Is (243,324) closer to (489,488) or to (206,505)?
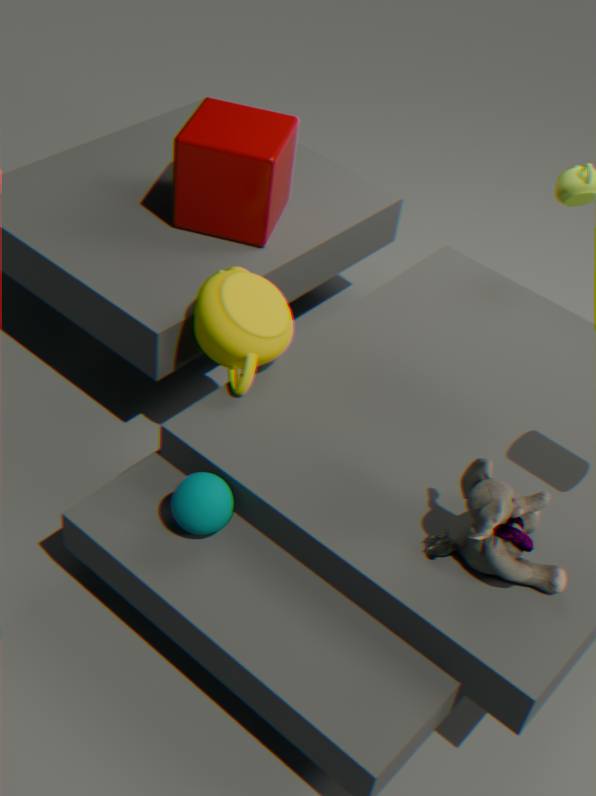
(206,505)
